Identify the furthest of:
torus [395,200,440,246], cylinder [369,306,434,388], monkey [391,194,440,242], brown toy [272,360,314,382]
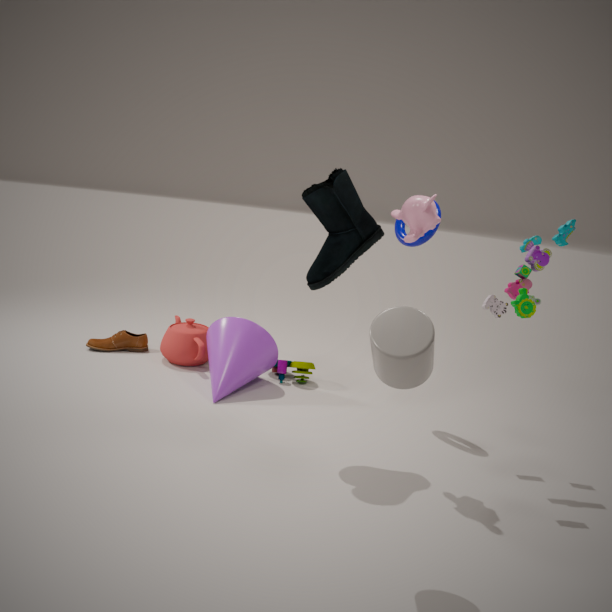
brown toy [272,360,314,382]
